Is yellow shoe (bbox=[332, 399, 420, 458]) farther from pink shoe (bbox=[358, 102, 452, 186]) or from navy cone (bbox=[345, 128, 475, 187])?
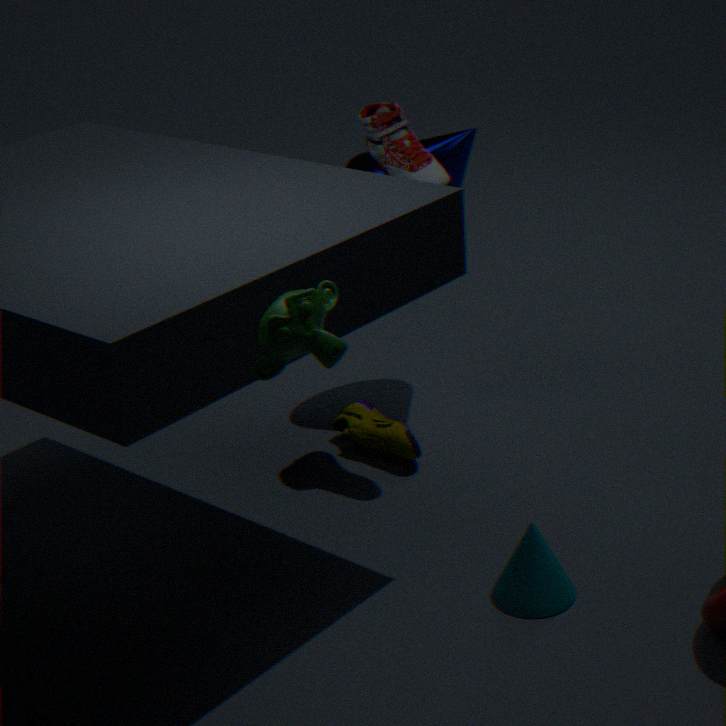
pink shoe (bbox=[358, 102, 452, 186])
